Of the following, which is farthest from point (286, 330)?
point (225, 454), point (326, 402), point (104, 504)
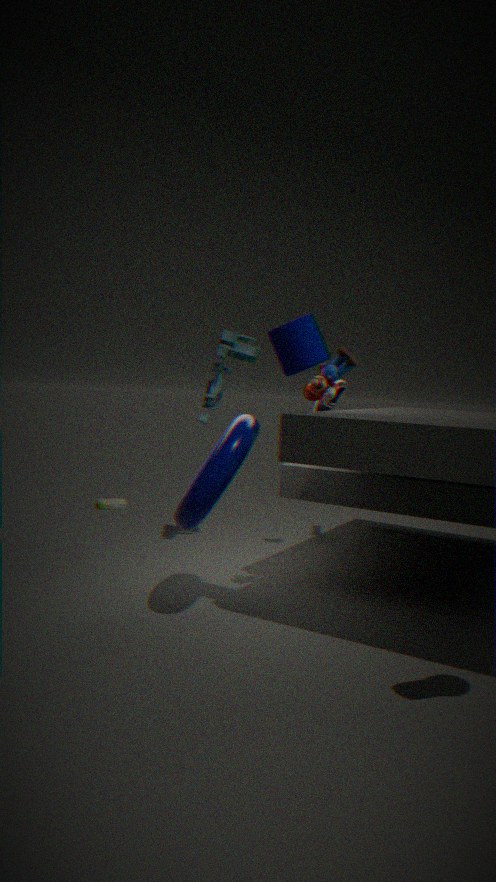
point (104, 504)
